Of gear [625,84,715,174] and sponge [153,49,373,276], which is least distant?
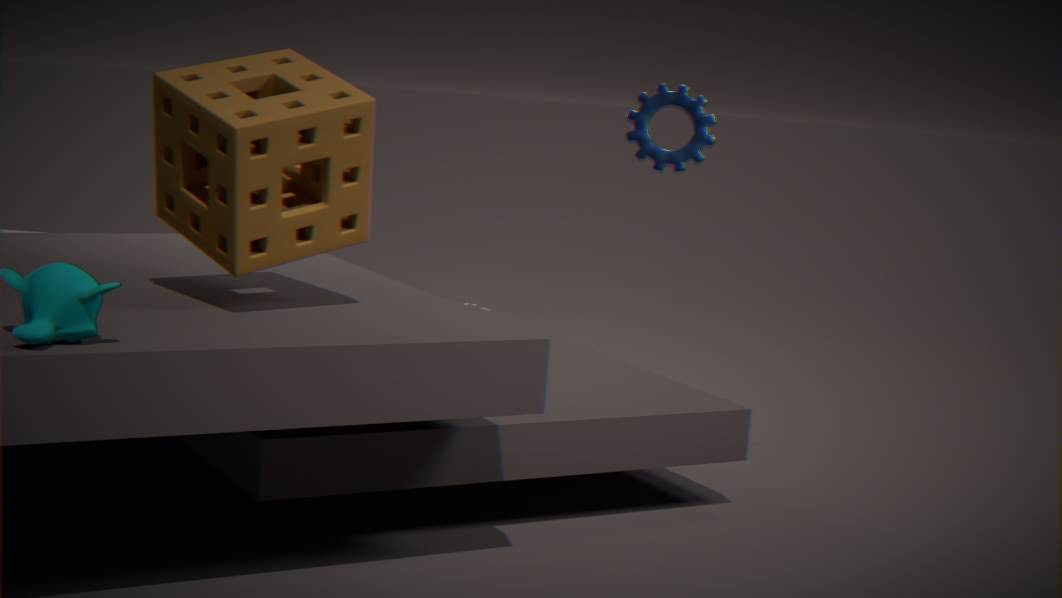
sponge [153,49,373,276]
